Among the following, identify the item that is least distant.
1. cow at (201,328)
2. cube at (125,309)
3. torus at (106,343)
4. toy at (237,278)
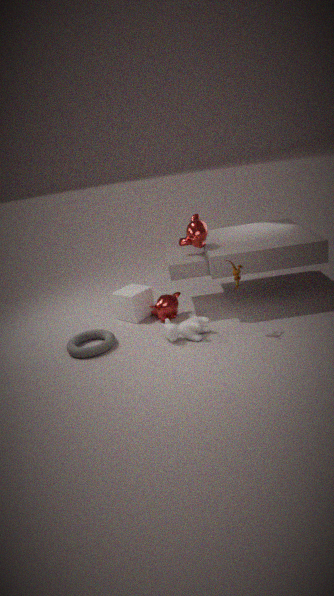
toy at (237,278)
